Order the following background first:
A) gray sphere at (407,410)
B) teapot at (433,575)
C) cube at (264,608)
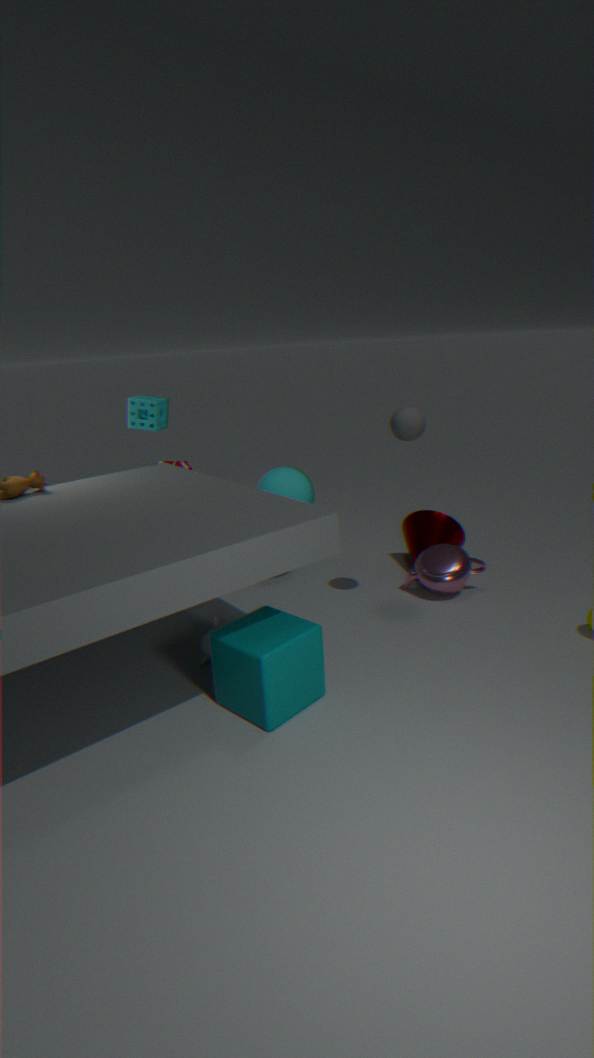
1. teapot at (433,575)
2. gray sphere at (407,410)
3. cube at (264,608)
